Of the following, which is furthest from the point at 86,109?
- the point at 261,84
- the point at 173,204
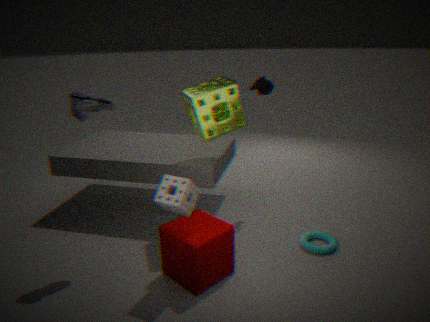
the point at 261,84
